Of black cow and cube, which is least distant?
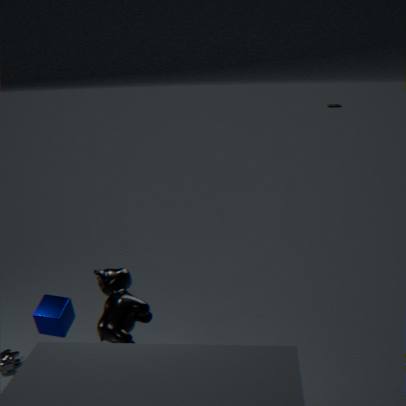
black cow
